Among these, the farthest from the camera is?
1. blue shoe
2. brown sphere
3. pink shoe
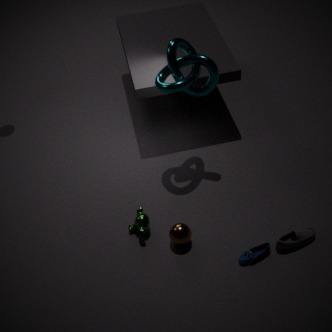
brown sphere
